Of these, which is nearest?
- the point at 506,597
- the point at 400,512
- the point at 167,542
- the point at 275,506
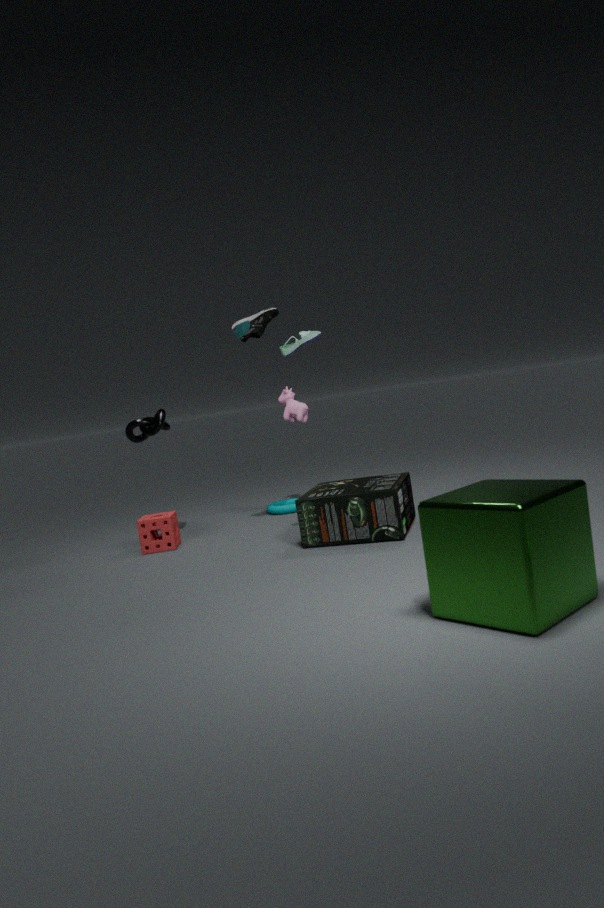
the point at 506,597
